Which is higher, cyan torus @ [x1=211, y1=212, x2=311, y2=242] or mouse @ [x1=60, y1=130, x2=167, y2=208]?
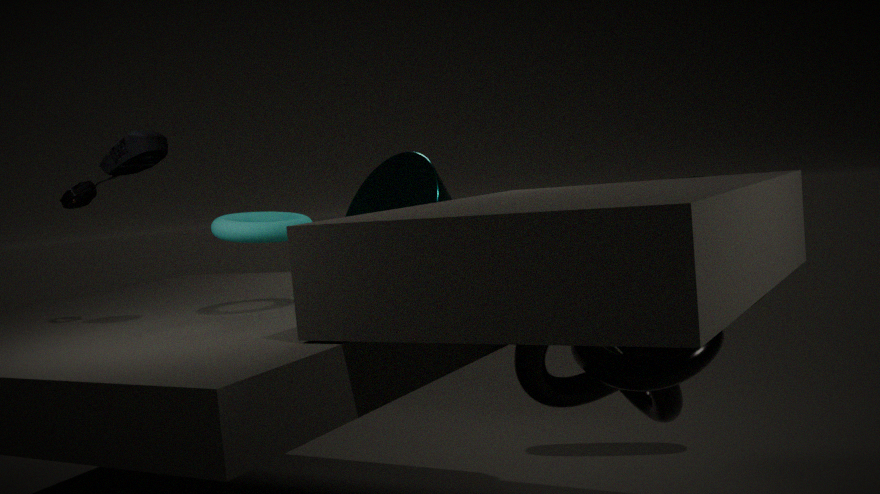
mouse @ [x1=60, y1=130, x2=167, y2=208]
